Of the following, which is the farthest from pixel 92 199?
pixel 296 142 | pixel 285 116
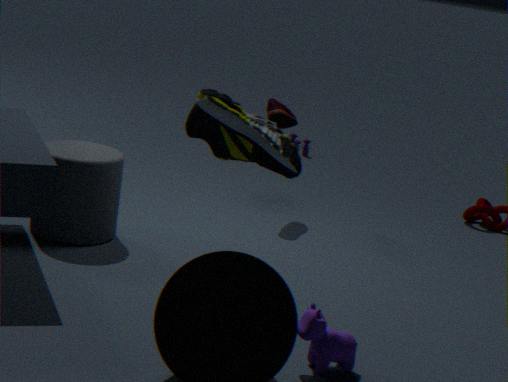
pixel 296 142
